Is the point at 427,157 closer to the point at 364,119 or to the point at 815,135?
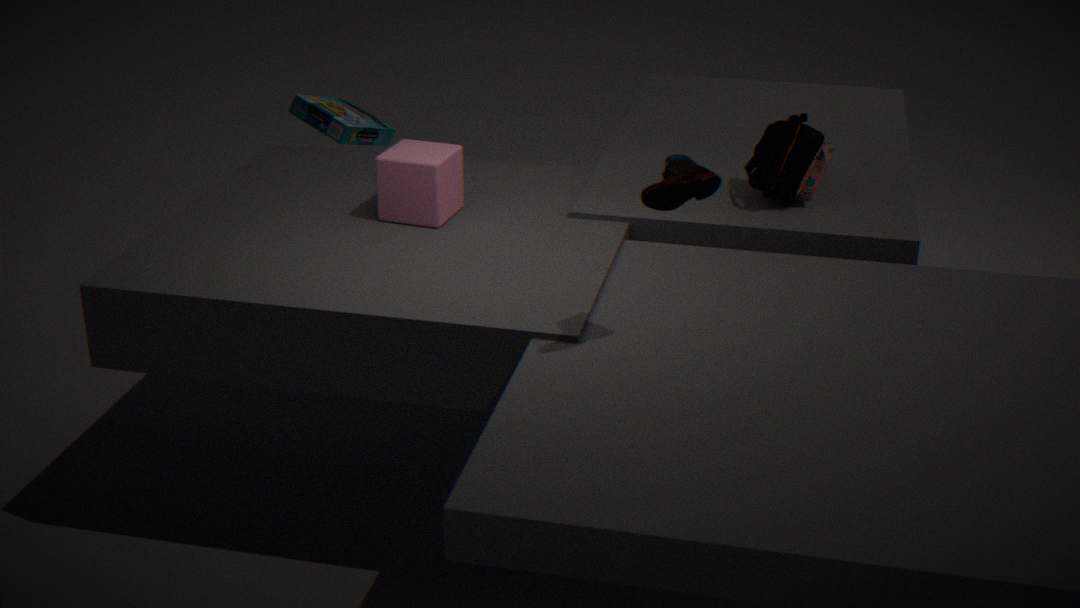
the point at 815,135
